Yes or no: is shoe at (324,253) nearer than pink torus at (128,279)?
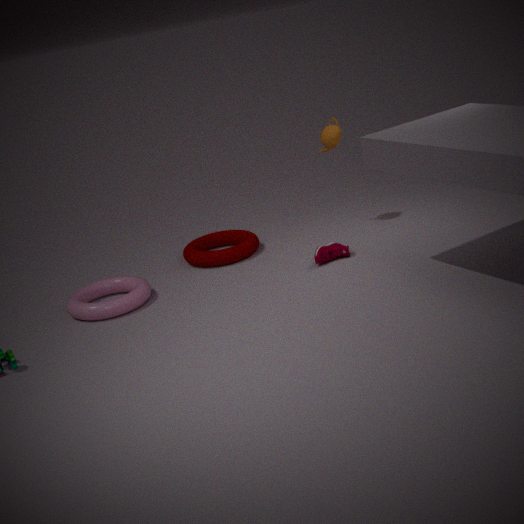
No
